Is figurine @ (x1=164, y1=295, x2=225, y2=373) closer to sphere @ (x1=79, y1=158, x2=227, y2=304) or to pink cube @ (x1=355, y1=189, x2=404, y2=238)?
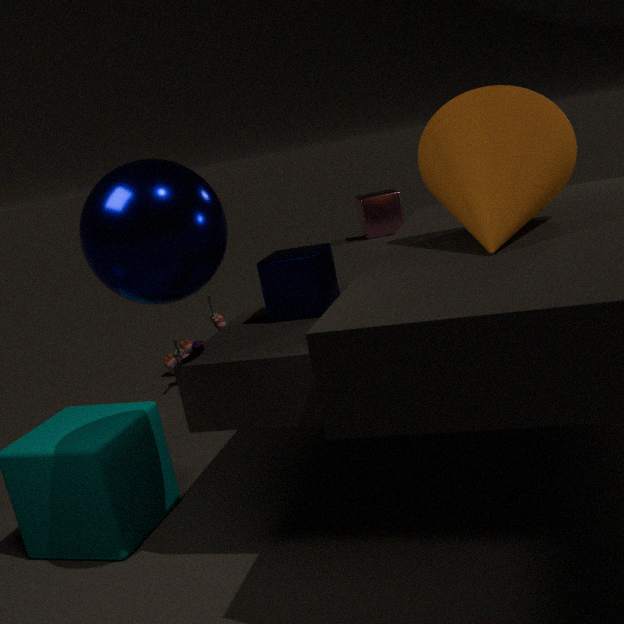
pink cube @ (x1=355, y1=189, x2=404, y2=238)
